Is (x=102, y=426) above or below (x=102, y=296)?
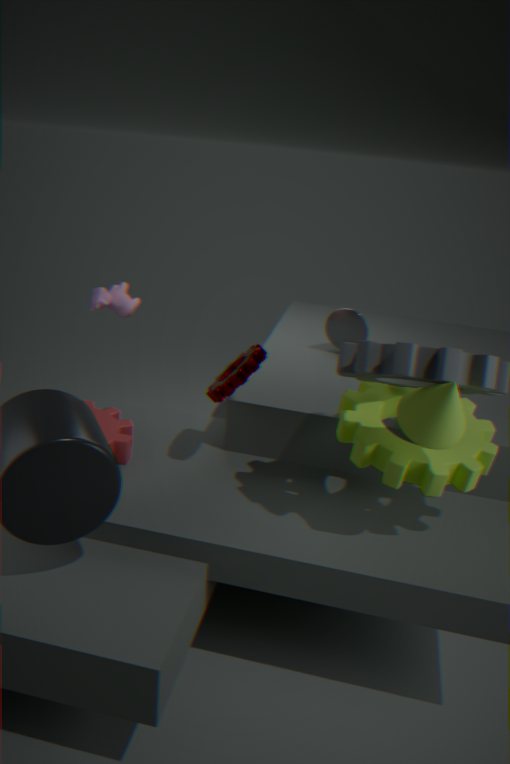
below
